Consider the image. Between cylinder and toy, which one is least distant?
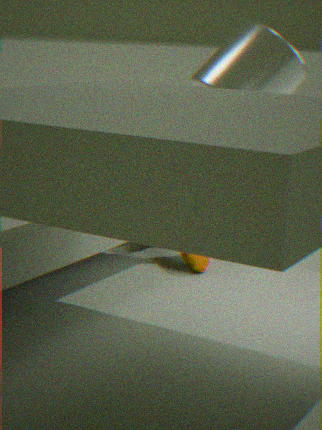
toy
